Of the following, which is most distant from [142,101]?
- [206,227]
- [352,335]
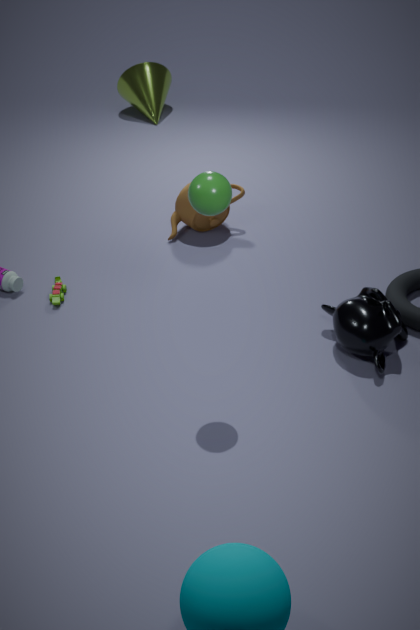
[352,335]
